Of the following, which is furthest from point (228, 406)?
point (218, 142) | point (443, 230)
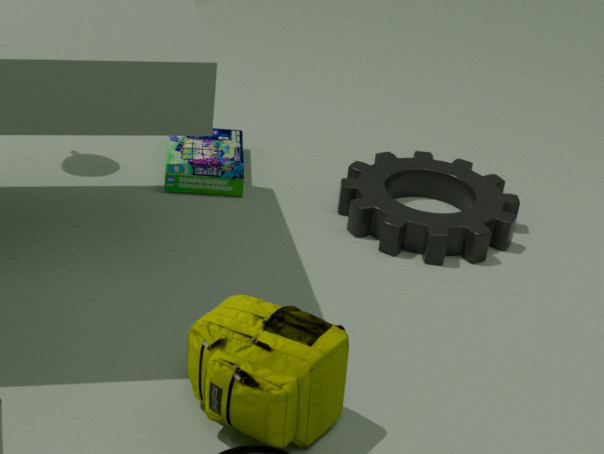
point (218, 142)
